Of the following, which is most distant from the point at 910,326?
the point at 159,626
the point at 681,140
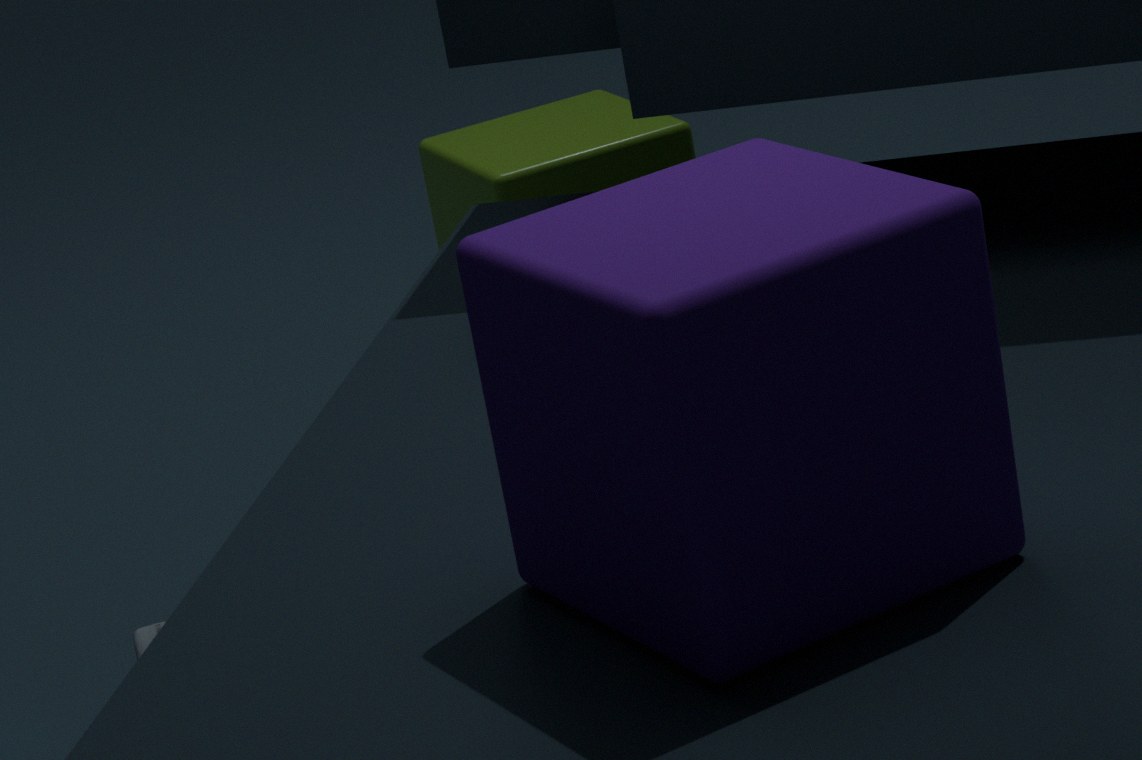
the point at 681,140
